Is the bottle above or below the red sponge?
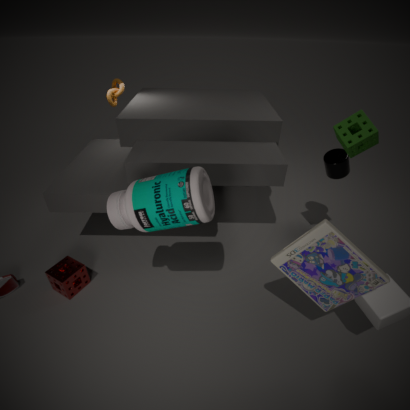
above
